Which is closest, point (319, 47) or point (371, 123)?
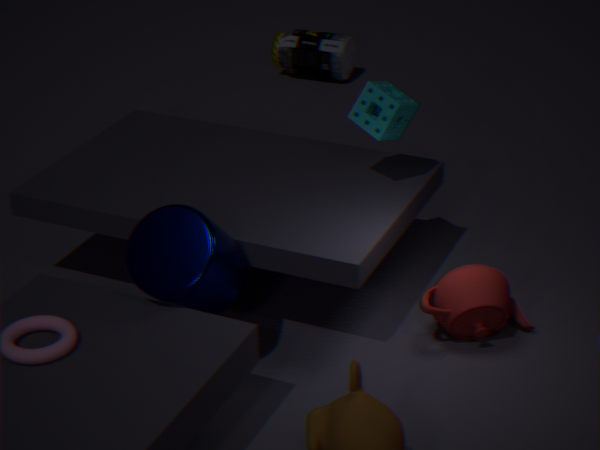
point (371, 123)
